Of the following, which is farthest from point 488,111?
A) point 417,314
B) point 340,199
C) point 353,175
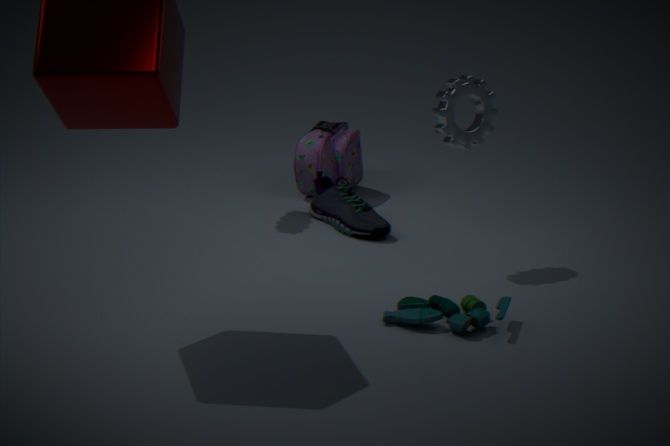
point 353,175
